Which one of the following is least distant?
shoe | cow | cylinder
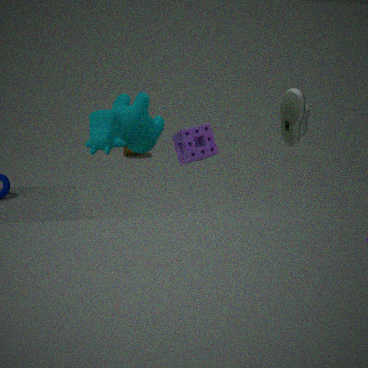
cow
